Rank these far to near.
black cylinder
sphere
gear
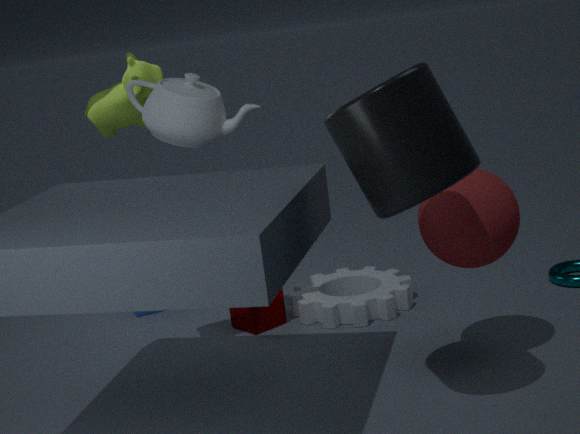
gear, sphere, black cylinder
